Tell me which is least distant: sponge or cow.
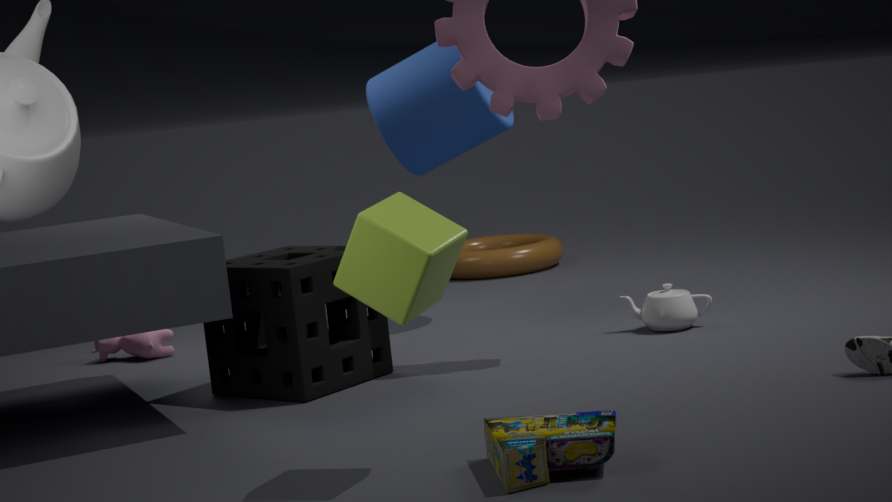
sponge
